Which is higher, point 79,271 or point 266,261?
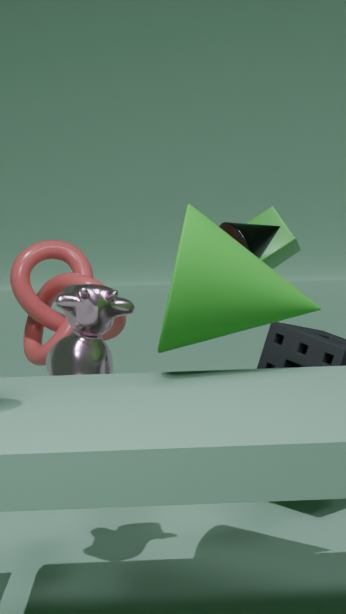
point 266,261
